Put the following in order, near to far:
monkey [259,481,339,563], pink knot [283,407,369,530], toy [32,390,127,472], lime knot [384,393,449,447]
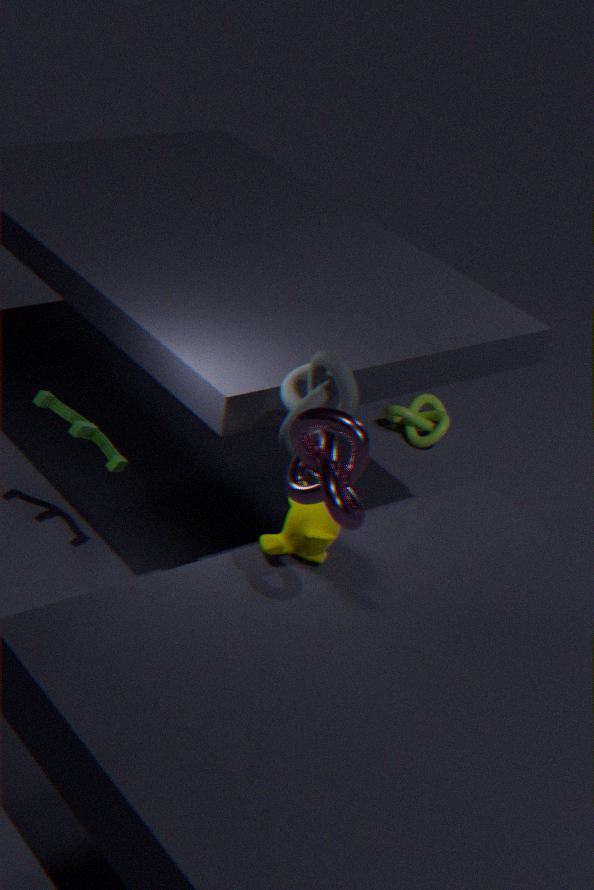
pink knot [283,407,369,530] → monkey [259,481,339,563] → toy [32,390,127,472] → lime knot [384,393,449,447]
